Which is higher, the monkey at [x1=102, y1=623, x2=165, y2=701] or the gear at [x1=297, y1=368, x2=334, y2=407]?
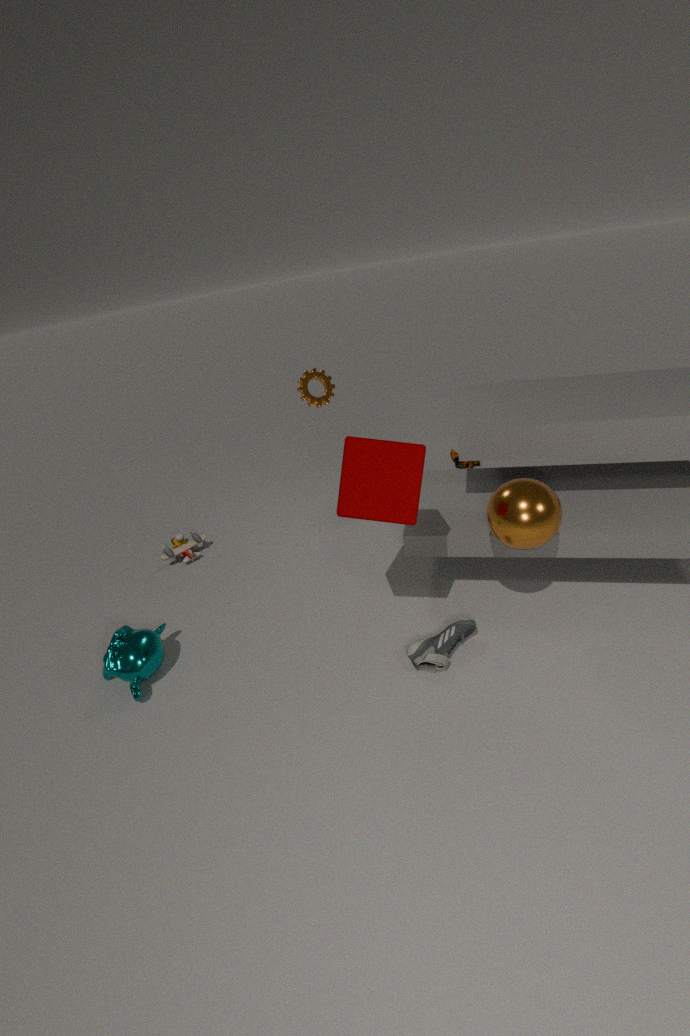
the gear at [x1=297, y1=368, x2=334, y2=407]
